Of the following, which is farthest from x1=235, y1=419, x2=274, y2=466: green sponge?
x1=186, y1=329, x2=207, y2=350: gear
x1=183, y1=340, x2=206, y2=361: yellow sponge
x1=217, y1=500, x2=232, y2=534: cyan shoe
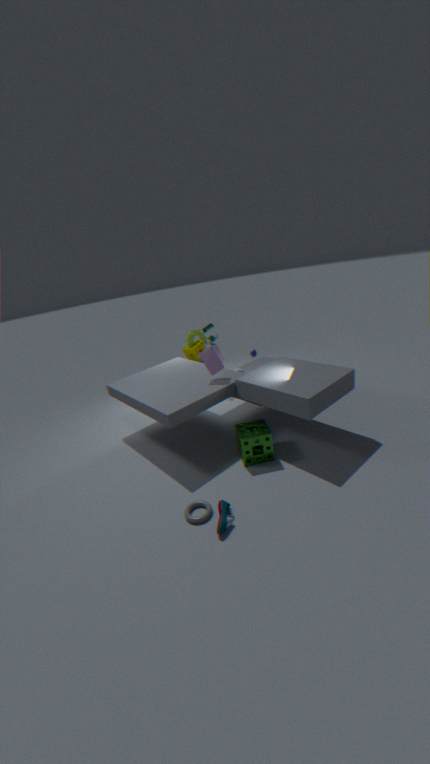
x1=186, y1=329, x2=207, y2=350: gear
